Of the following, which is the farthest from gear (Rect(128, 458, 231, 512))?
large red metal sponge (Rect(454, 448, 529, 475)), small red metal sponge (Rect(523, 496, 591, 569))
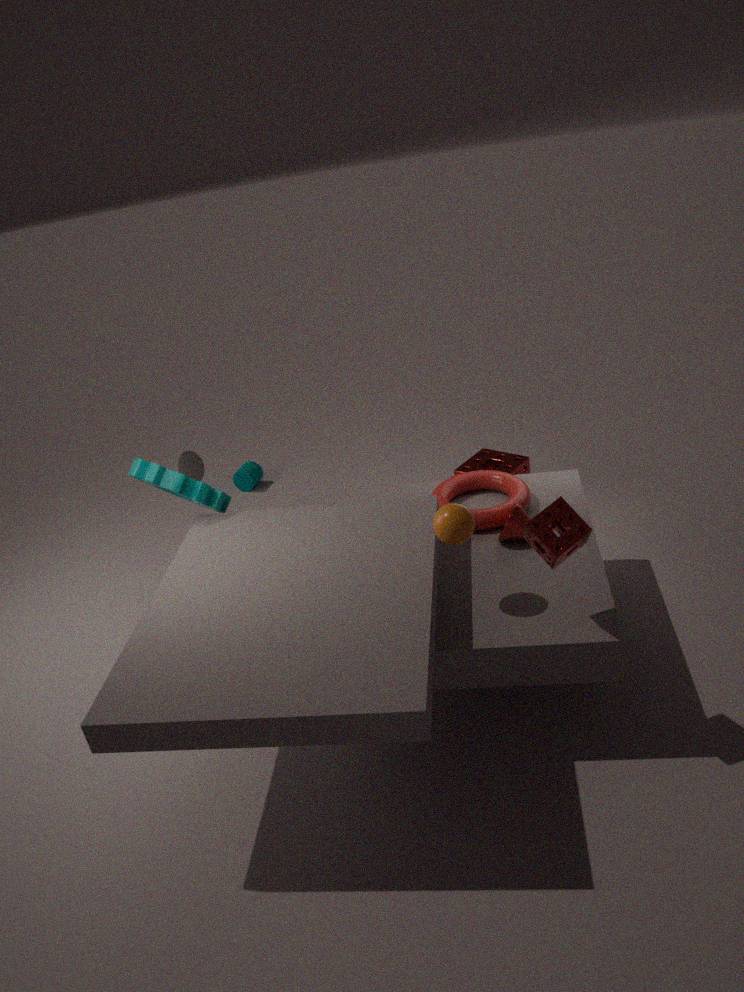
small red metal sponge (Rect(523, 496, 591, 569))
